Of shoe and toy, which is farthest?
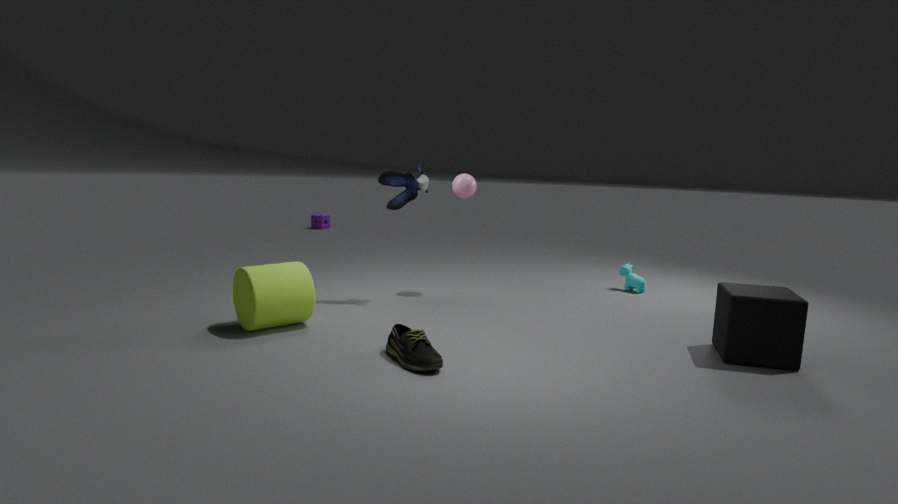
toy
